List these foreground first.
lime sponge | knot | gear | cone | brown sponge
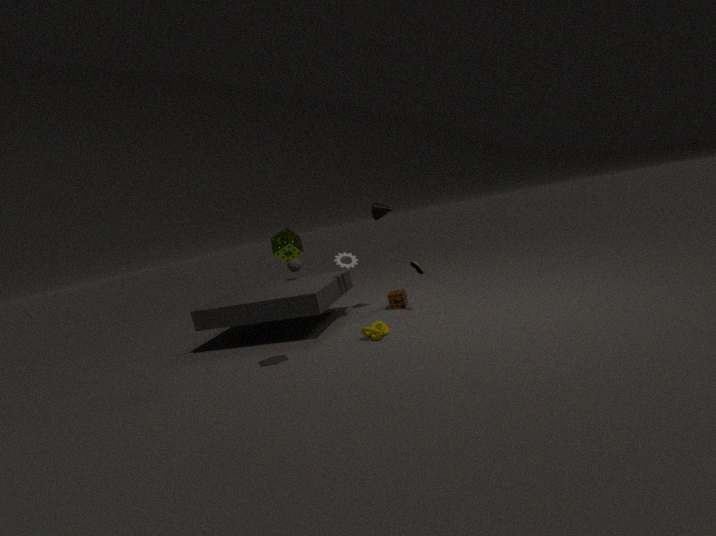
lime sponge, knot, gear, cone, brown sponge
